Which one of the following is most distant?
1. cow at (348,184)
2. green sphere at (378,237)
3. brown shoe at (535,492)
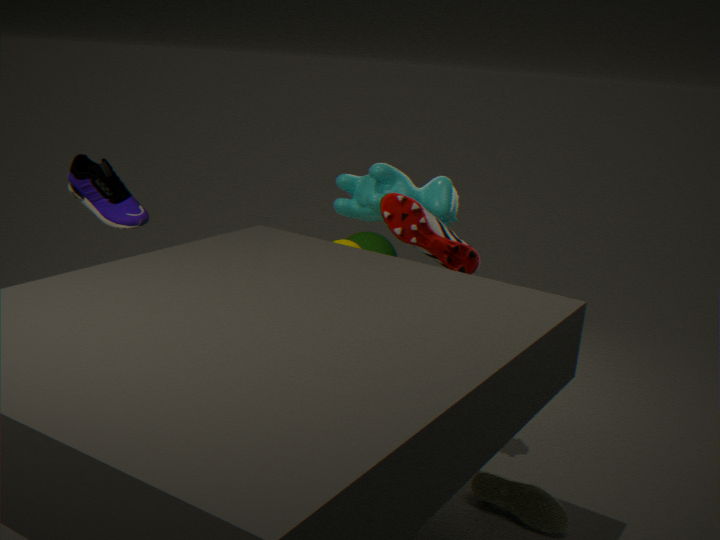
green sphere at (378,237)
